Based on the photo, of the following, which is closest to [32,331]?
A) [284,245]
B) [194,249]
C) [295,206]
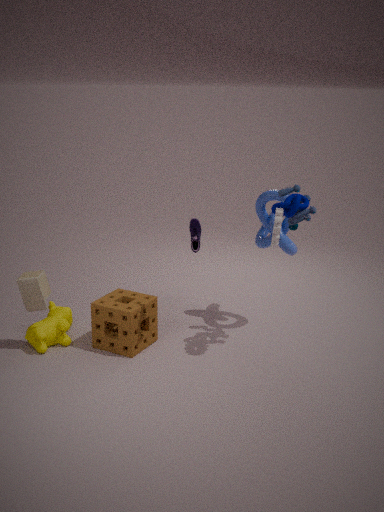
[194,249]
